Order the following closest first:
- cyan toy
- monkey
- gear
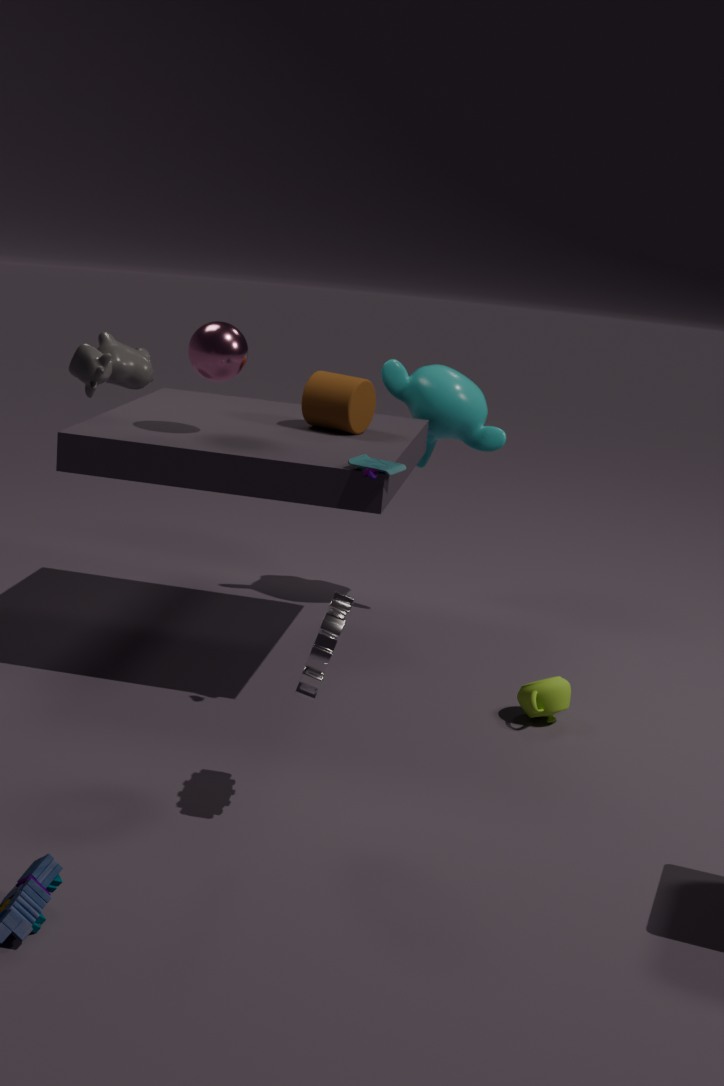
gear, cyan toy, monkey
